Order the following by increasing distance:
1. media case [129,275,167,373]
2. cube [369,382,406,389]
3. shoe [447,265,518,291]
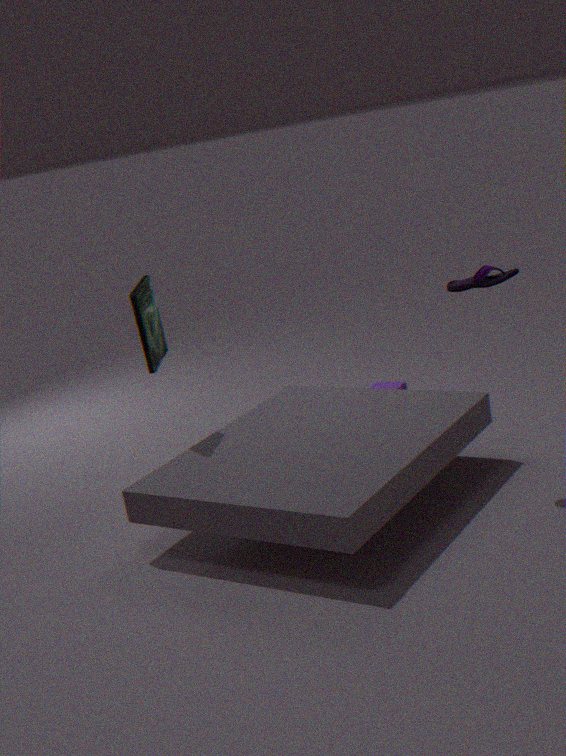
shoe [447,265,518,291]
media case [129,275,167,373]
cube [369,382,406,389]
